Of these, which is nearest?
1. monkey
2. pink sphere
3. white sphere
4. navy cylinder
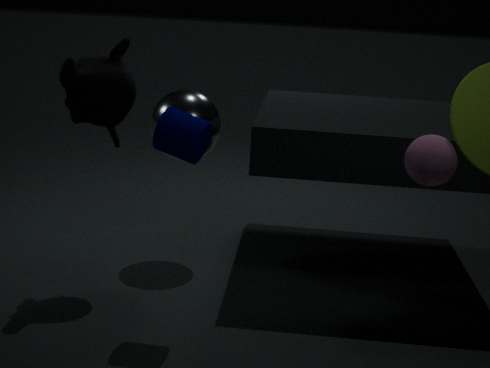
pink sphere
